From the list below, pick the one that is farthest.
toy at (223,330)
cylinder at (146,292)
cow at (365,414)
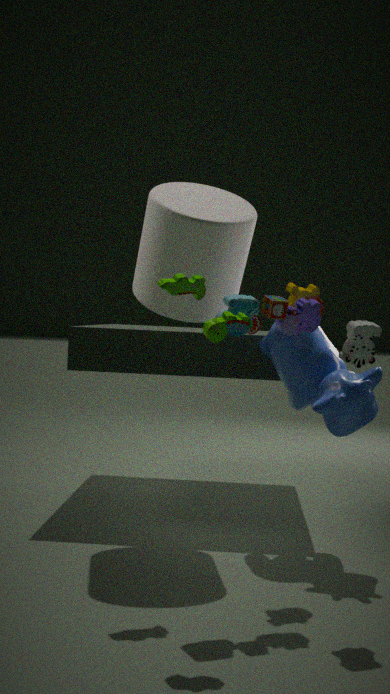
cylinder at (146,292)
